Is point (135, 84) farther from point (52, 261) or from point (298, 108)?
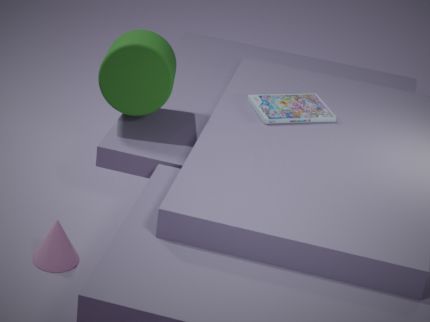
point (52, 261)
